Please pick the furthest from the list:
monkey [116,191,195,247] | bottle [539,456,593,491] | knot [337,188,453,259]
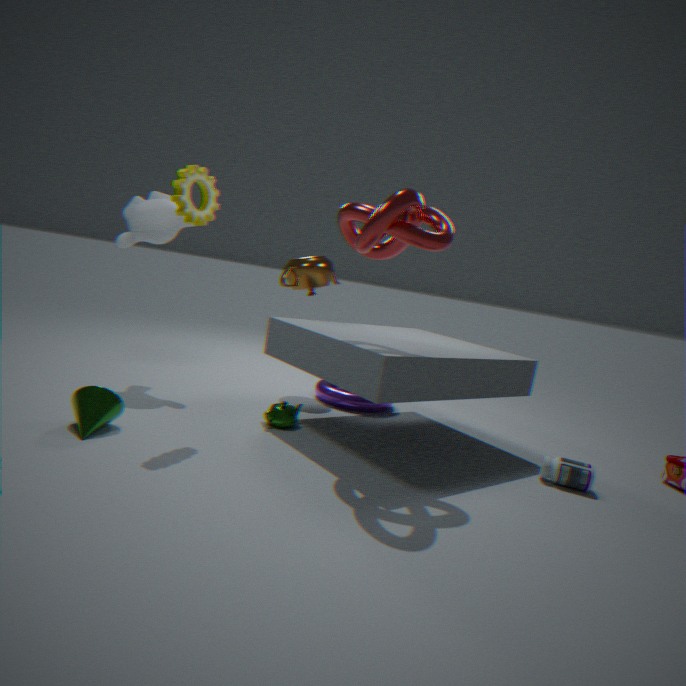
monkey [116,191,195,247]
